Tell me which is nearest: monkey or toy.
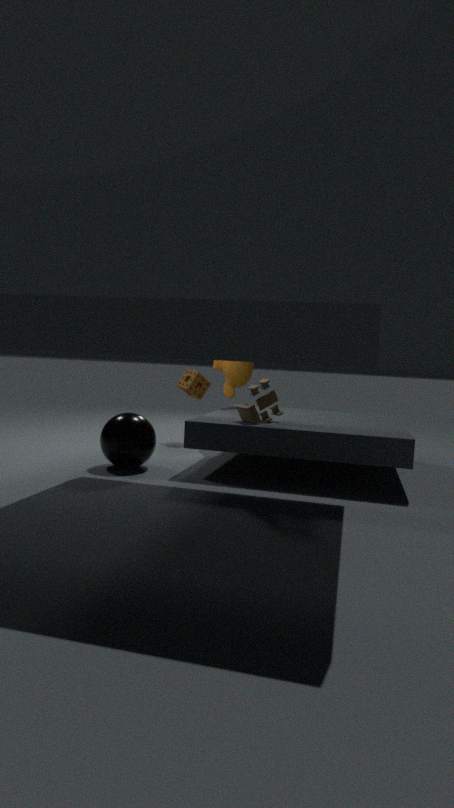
toy
